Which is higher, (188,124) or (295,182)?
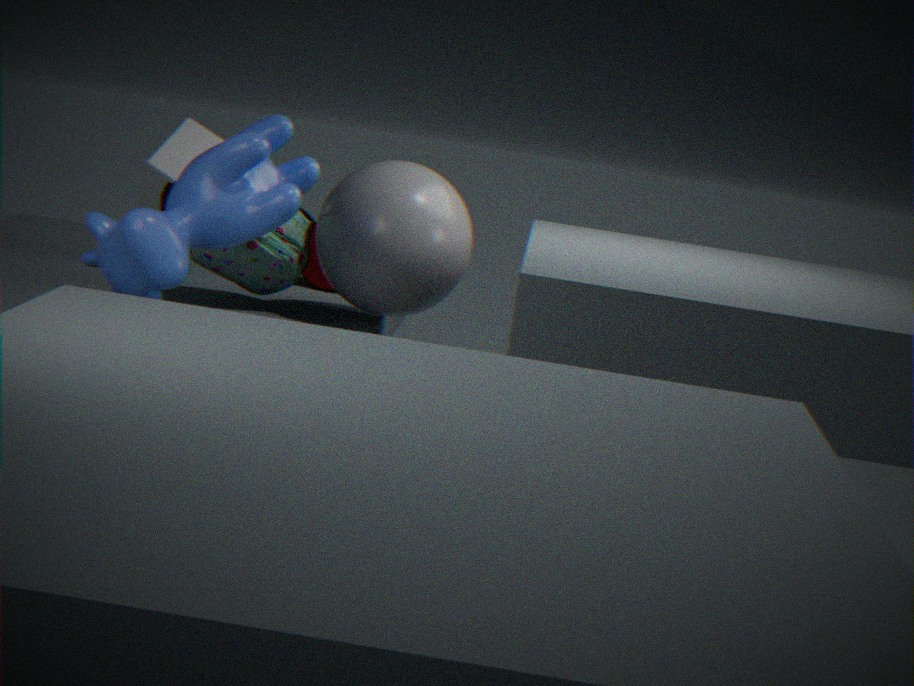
(295,182)
